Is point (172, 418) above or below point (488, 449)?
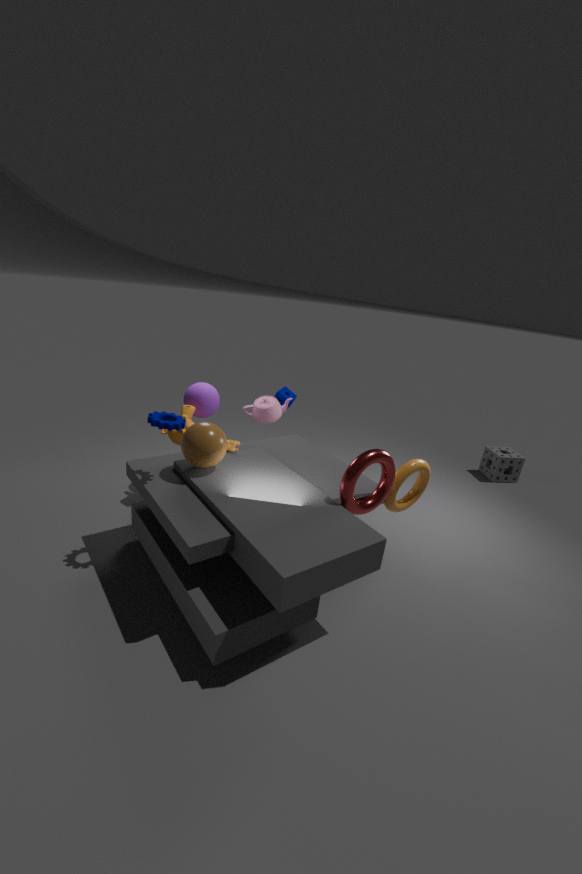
above
